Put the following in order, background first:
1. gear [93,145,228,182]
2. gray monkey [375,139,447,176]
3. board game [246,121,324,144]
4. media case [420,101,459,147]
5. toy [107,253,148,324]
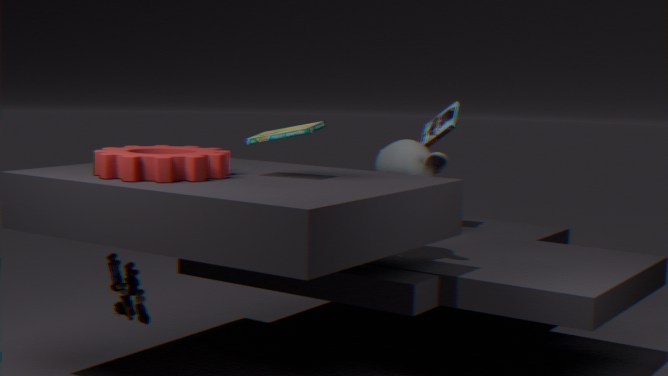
1. media case [420,101,459,147]
2. gray monkey [375,139,447,176]
3. board game [246,121,324,144]
4. toy [107,253,148,324]
5. gear [93,145,228,182]
